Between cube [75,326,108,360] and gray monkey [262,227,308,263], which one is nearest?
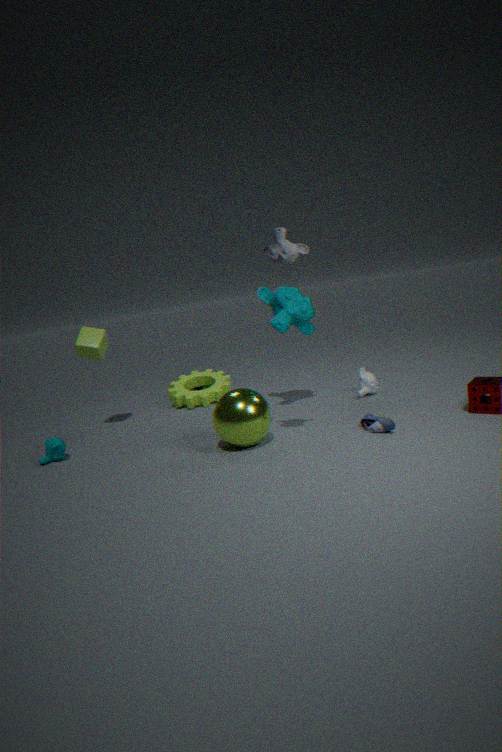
gray monkey [262,227,308,263]
